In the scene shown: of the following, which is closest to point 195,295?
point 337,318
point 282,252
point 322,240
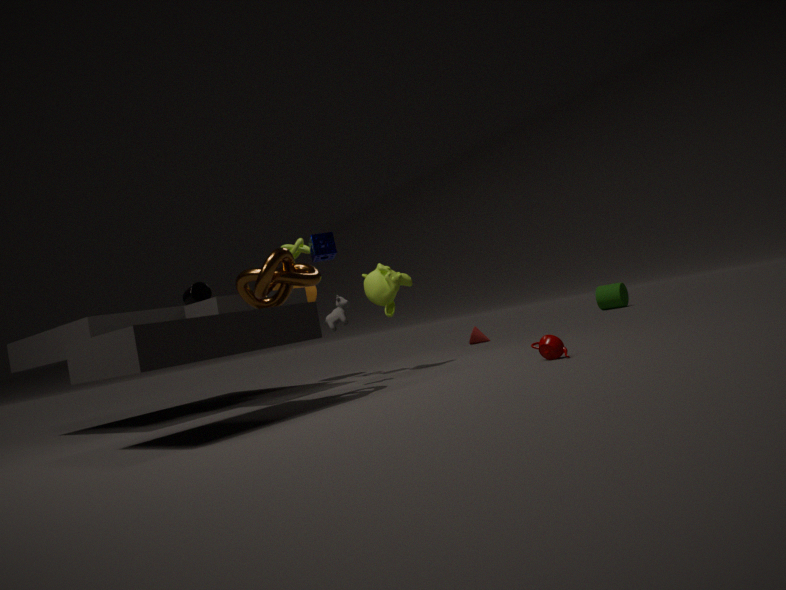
point 322,240
